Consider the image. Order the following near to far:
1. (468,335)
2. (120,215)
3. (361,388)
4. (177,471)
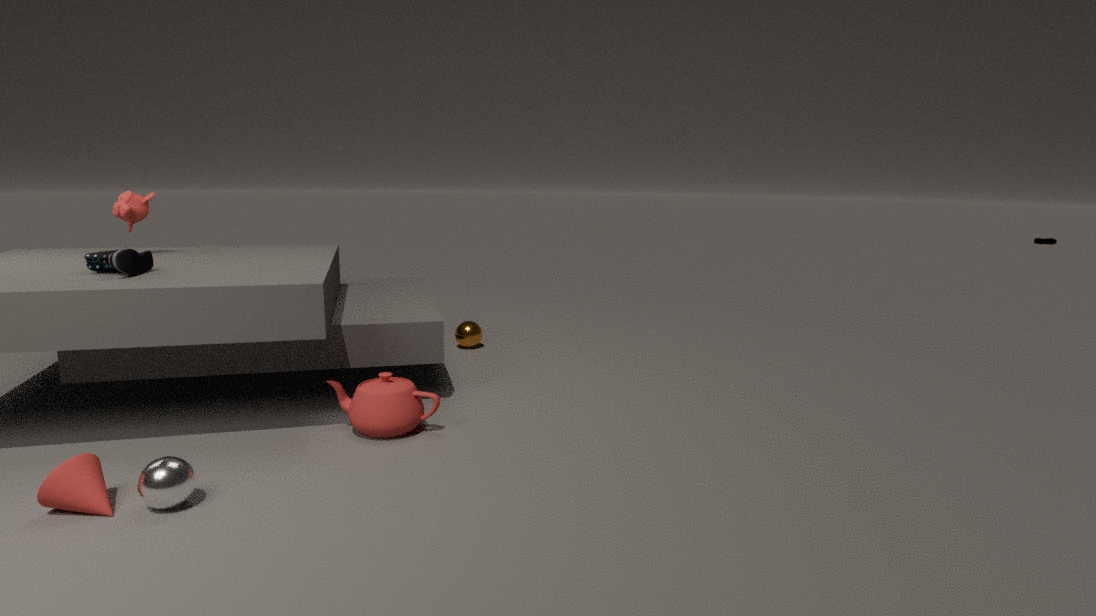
(177,471), (361,388), (120,215), (468,335)
